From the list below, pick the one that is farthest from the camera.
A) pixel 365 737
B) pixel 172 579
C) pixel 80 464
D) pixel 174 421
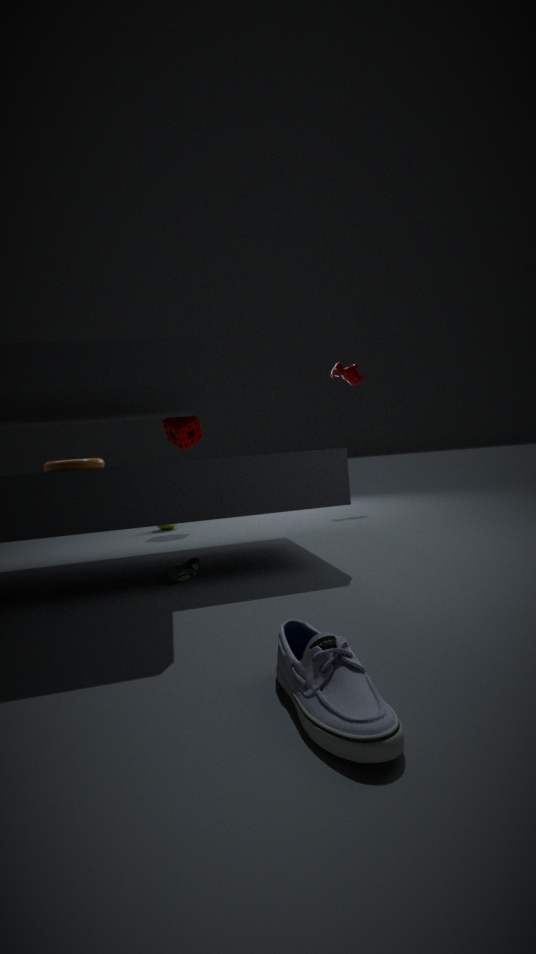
pixel 174 421
